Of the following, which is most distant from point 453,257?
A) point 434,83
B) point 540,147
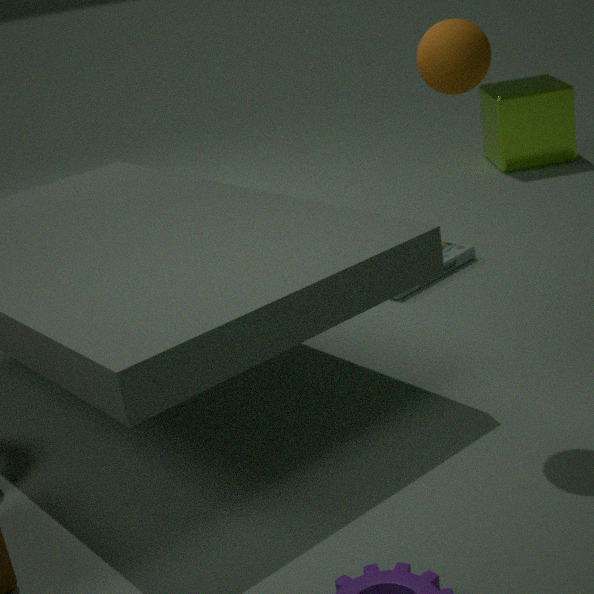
point 540,147
